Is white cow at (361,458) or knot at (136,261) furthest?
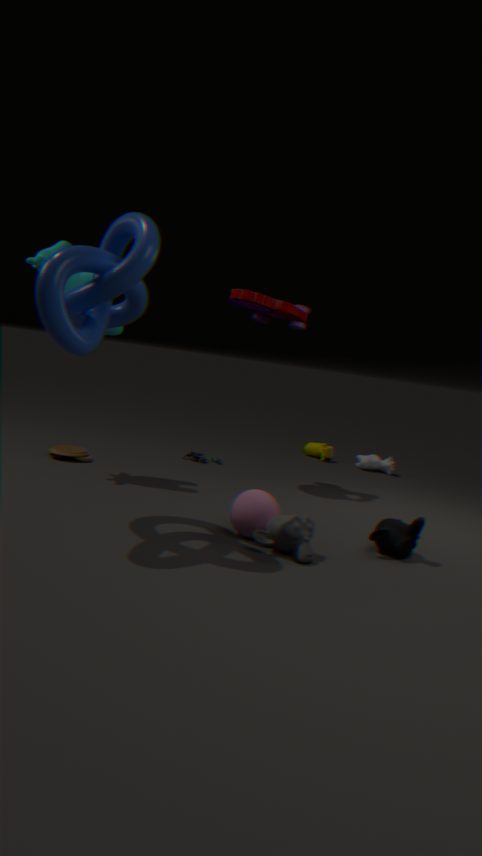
white cow at (361,458)
